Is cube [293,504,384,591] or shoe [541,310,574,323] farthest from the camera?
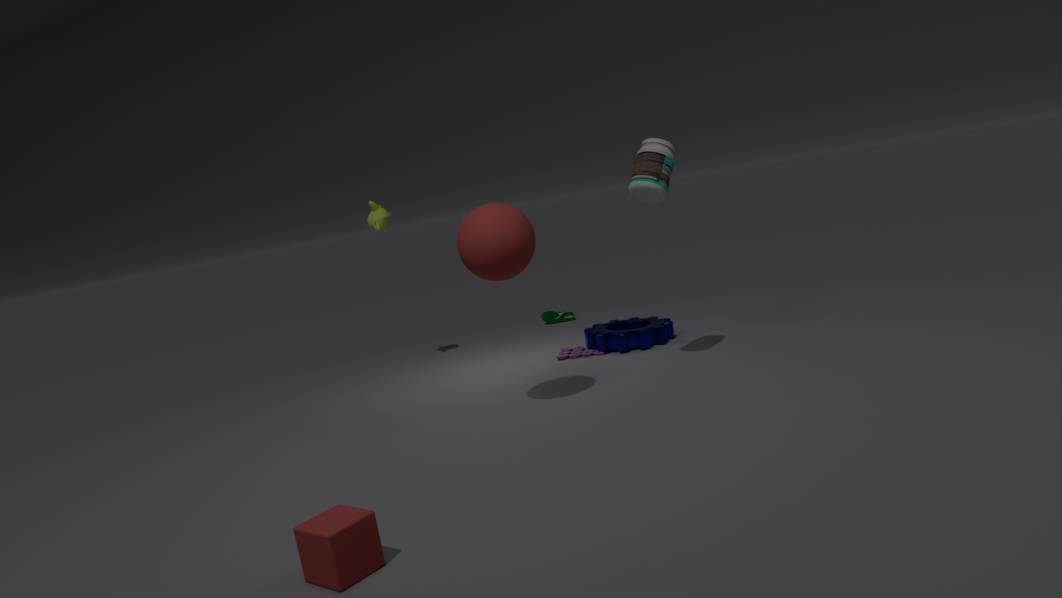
shoe [541,310,574,323]
